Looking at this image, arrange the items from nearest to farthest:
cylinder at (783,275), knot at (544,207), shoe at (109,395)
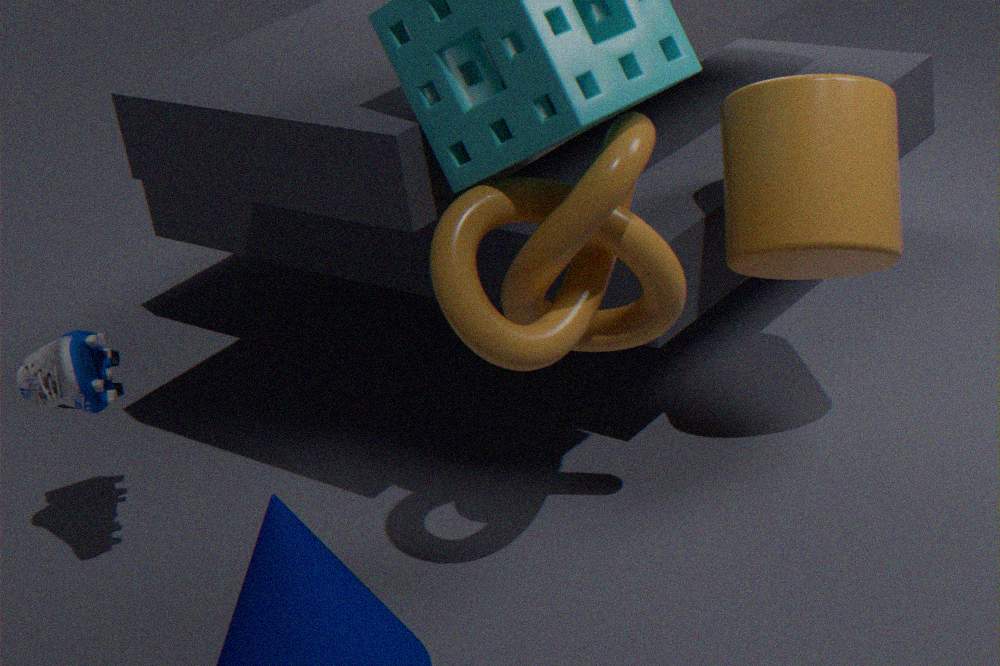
knot at (544,207) < shoe at (109,395) < cylinder at (783,275)
